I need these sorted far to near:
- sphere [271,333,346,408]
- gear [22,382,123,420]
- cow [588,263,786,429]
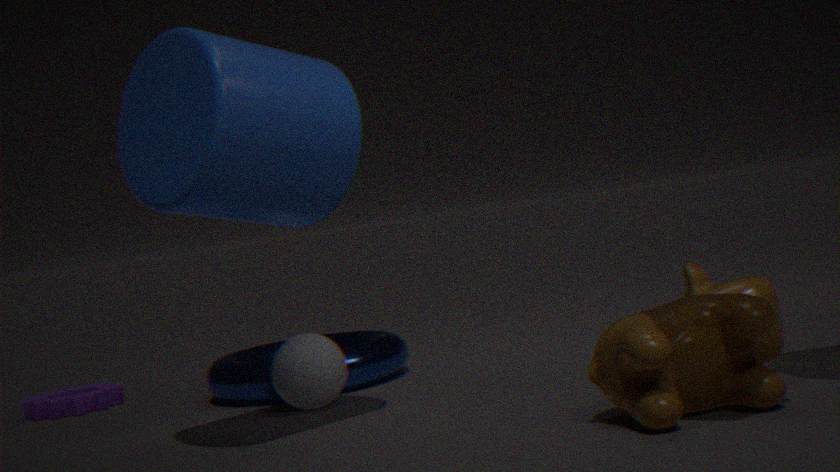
gear [22,382,123,420], sphere [271,333,346,408], cow [588,263,786,429]
